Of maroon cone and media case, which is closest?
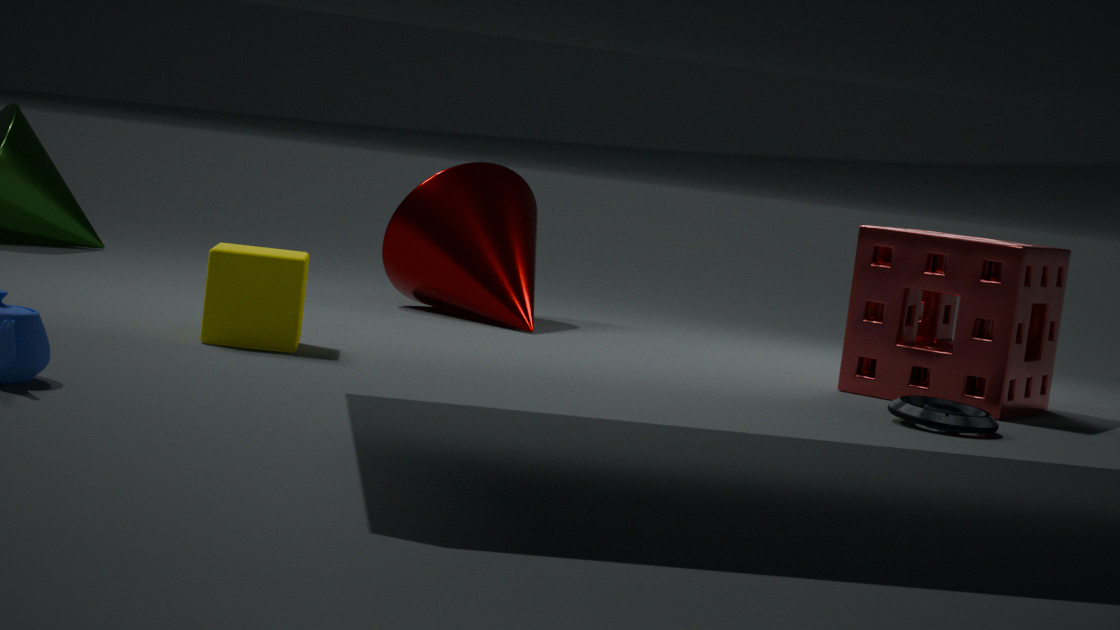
media case
